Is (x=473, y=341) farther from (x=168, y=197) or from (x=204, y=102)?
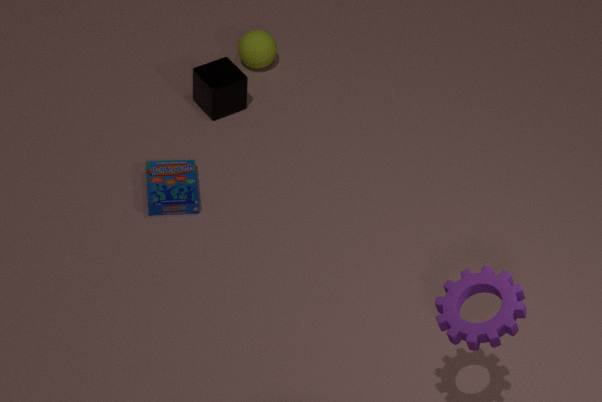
(x=204, y=102)
